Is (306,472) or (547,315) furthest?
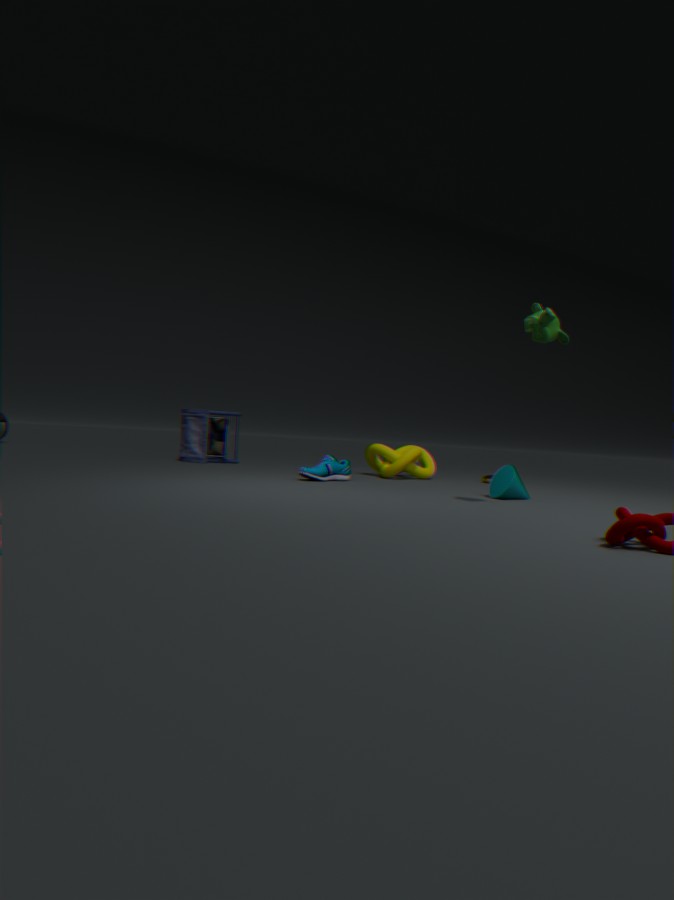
(306,472)
